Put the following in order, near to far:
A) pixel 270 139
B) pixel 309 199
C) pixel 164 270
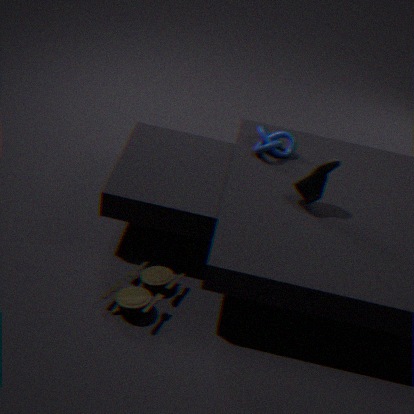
1. B. pixel 309 199
2. C. pixel 164 270
3. A. pixel 270 139
